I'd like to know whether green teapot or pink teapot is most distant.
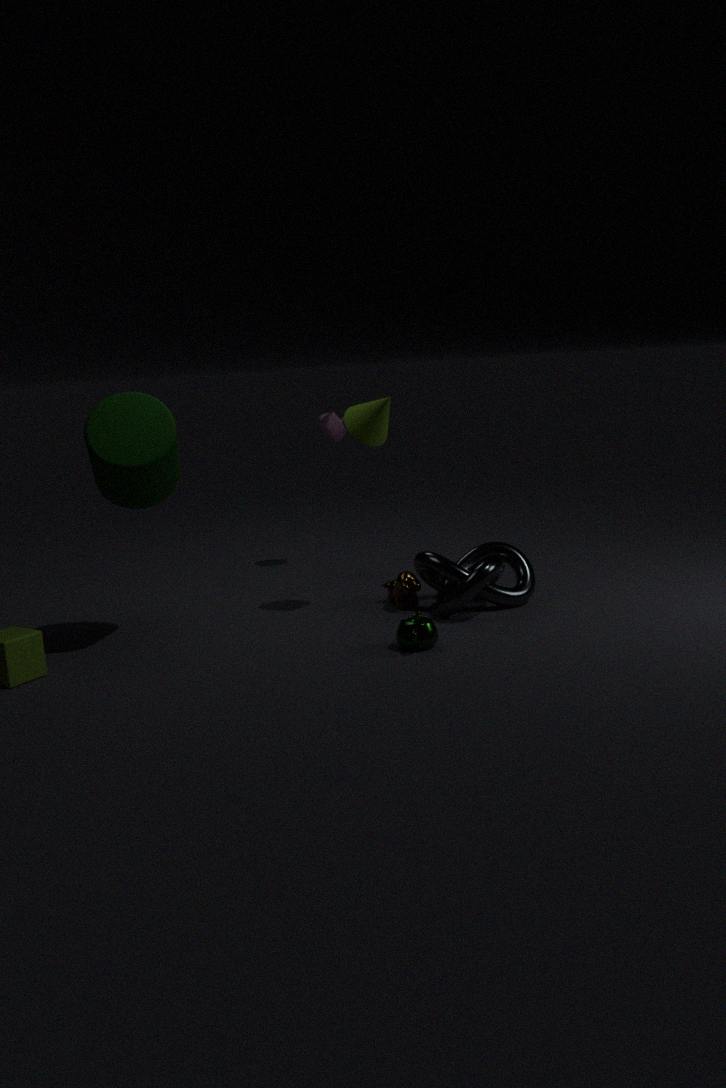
pink teapot
